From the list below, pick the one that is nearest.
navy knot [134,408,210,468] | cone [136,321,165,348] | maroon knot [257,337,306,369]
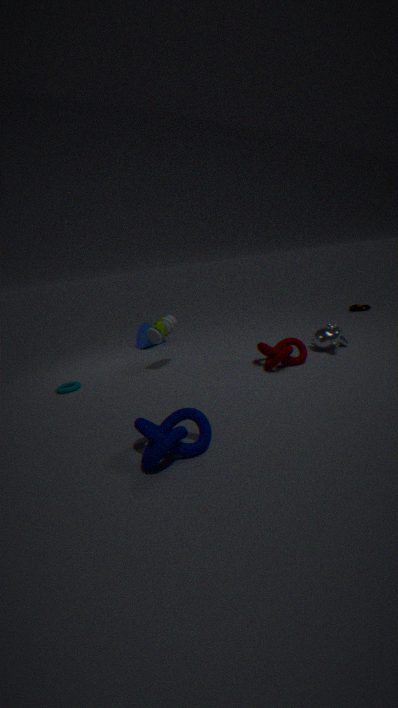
navy knot [134,408,210,468]
